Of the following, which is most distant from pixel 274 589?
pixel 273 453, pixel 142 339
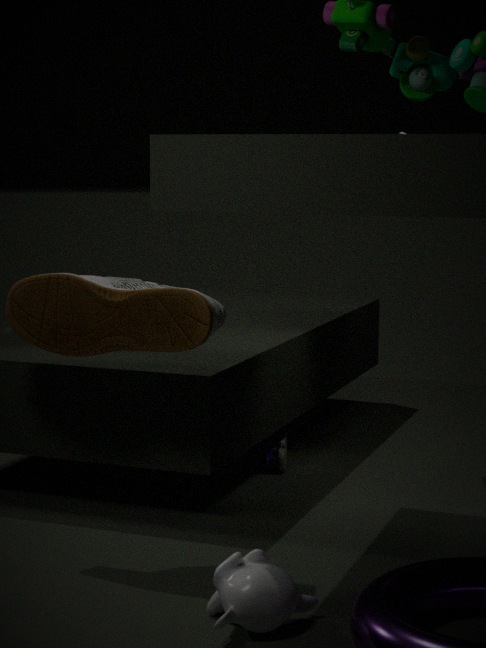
pixel 273 453
